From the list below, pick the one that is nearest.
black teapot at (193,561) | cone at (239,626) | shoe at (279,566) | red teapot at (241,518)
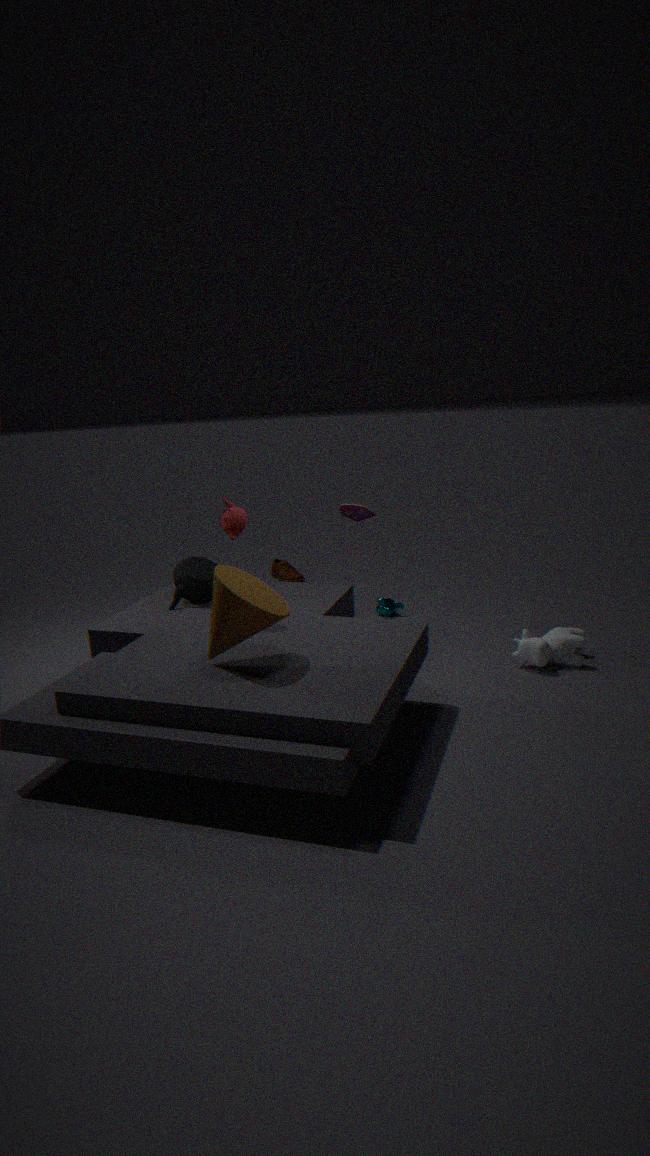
cone at (239,626)
